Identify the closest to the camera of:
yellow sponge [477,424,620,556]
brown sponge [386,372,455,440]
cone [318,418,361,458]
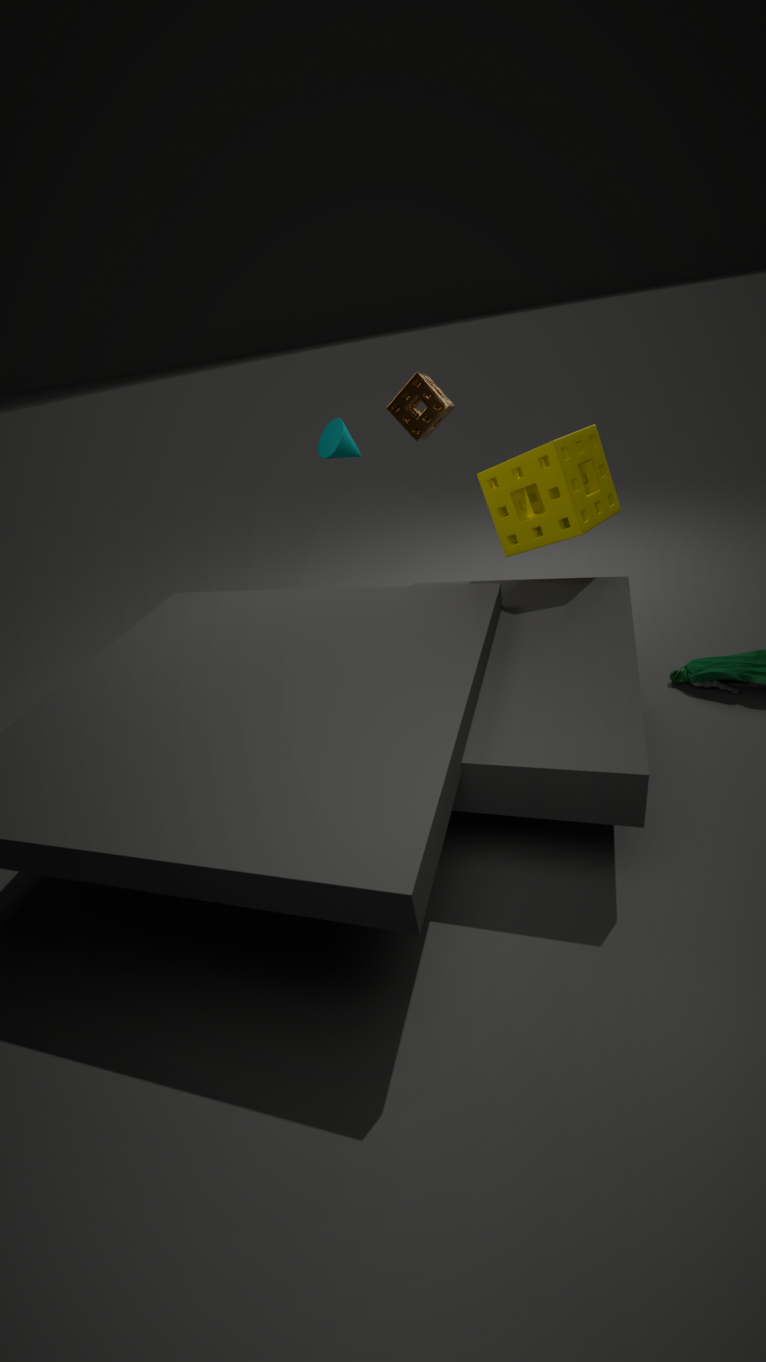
yellow sponge [477,424,620,556]
